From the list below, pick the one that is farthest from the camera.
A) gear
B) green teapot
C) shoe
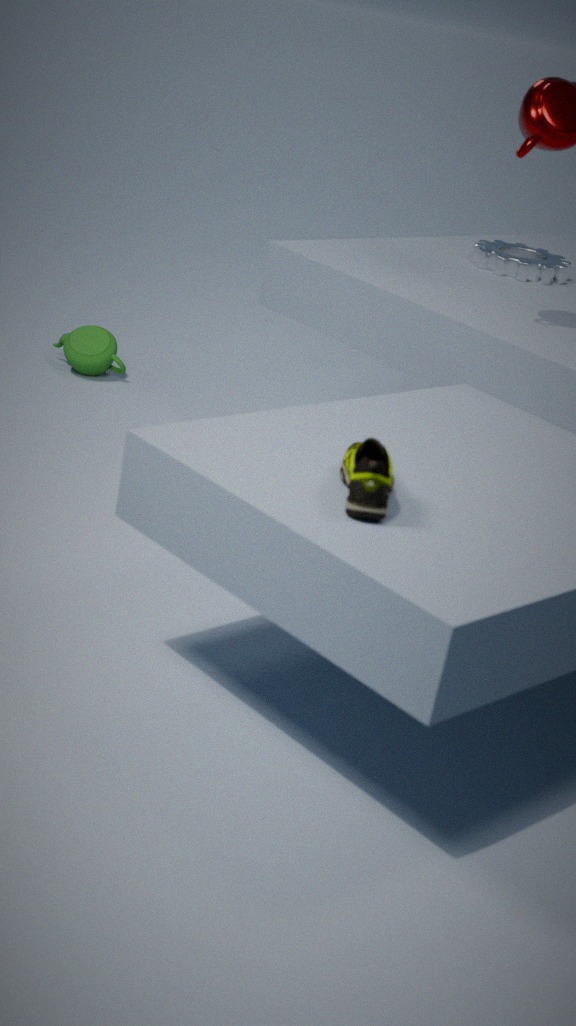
green teapot
